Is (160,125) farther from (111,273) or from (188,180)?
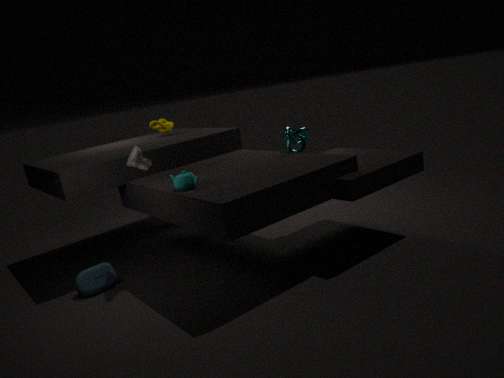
(111,273)
